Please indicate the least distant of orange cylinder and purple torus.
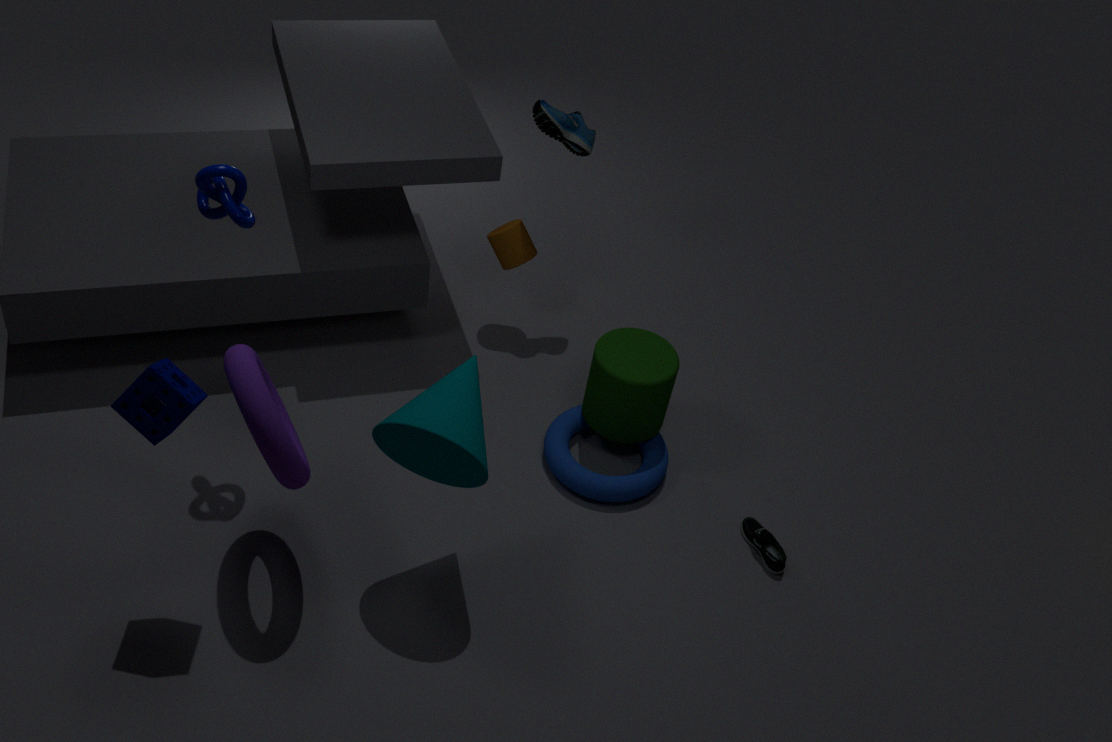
purple torus
